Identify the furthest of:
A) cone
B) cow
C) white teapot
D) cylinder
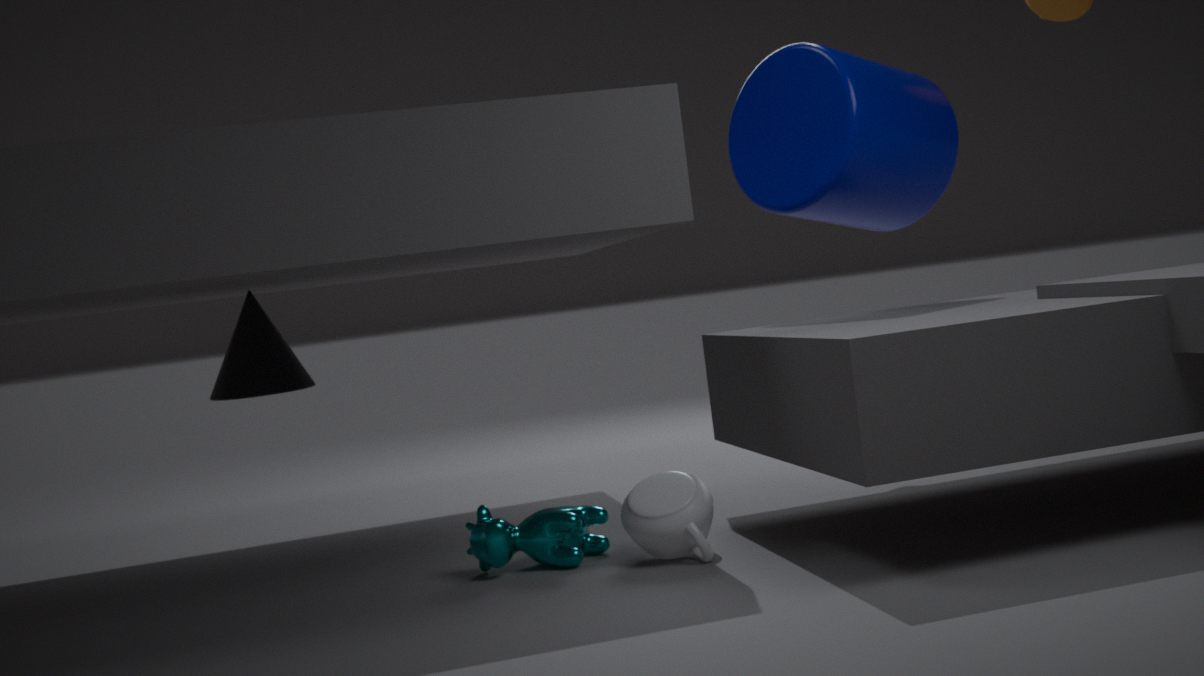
cone
